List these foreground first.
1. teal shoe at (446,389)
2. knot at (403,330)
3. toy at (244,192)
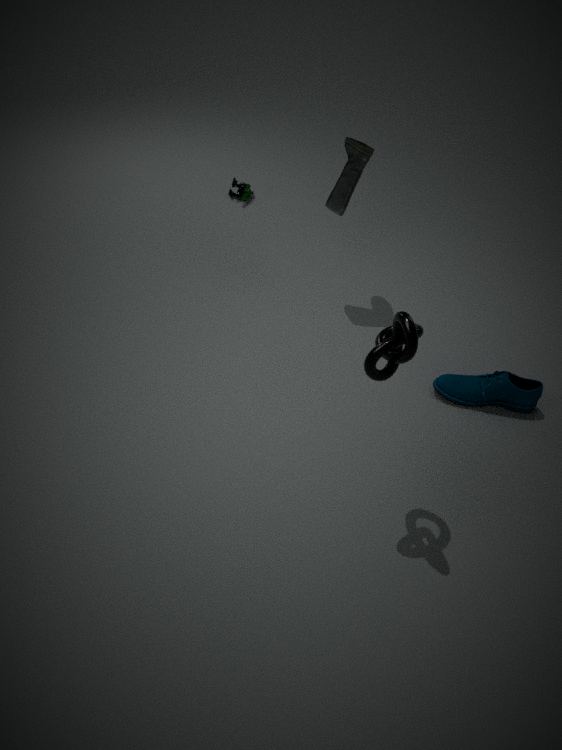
knot at (403,330)
teal shoe at (446,389)
toy at (244,192)
